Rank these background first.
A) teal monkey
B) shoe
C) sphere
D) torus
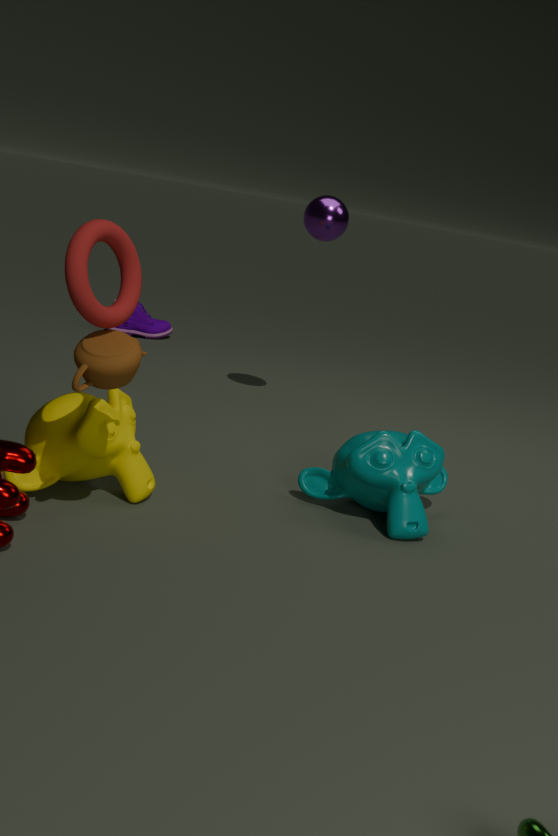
1. shoe
2. sphere
3. teal monkey
4. torus
